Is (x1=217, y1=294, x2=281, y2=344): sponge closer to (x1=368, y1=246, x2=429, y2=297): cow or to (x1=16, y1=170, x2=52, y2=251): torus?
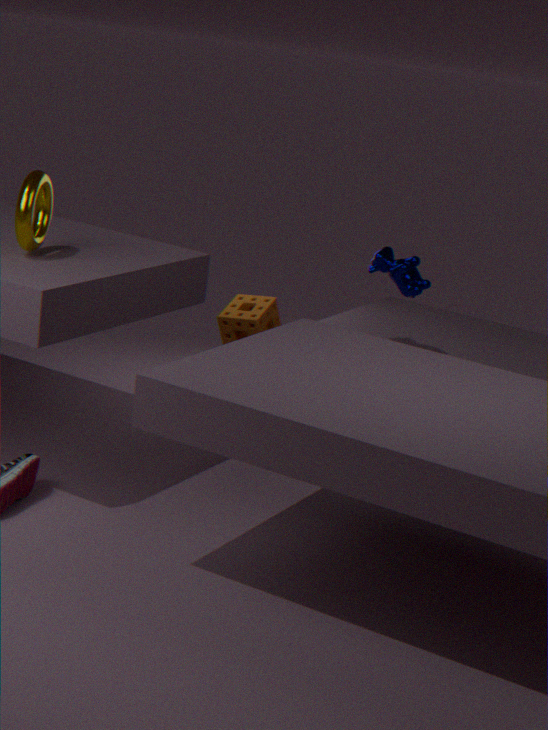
(x1=368, y1=246, x2=429, y2=297): cow
